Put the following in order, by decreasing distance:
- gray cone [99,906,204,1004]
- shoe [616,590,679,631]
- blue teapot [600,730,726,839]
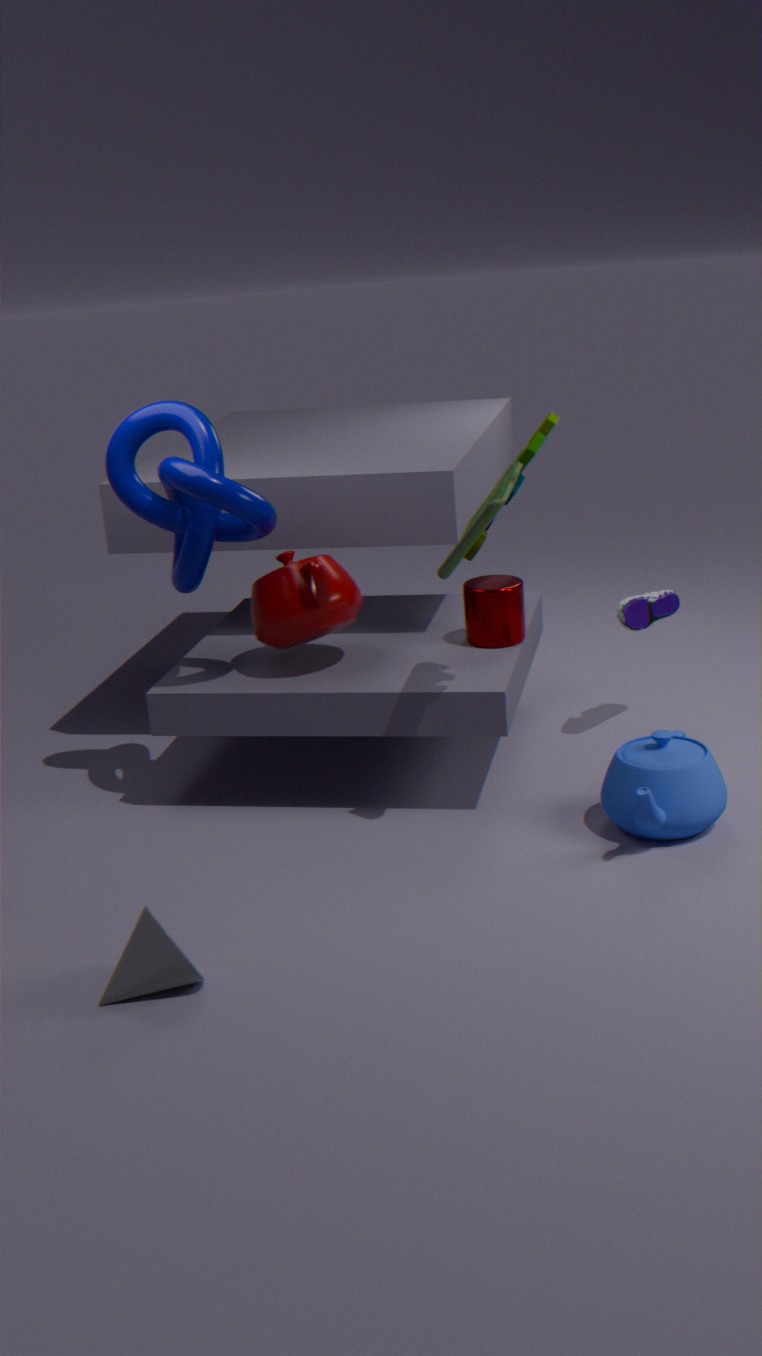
shoe [616,590,679,631]
blue teapot [600,730,726,839]
gray cone [99,906,204,1004]
